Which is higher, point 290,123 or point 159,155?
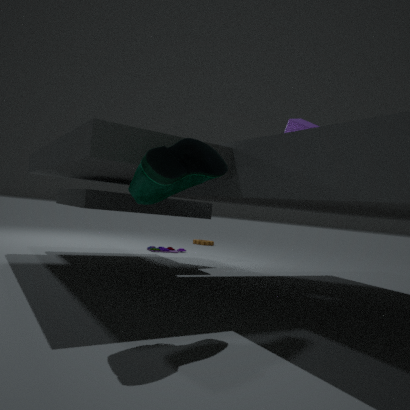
point 290,123
